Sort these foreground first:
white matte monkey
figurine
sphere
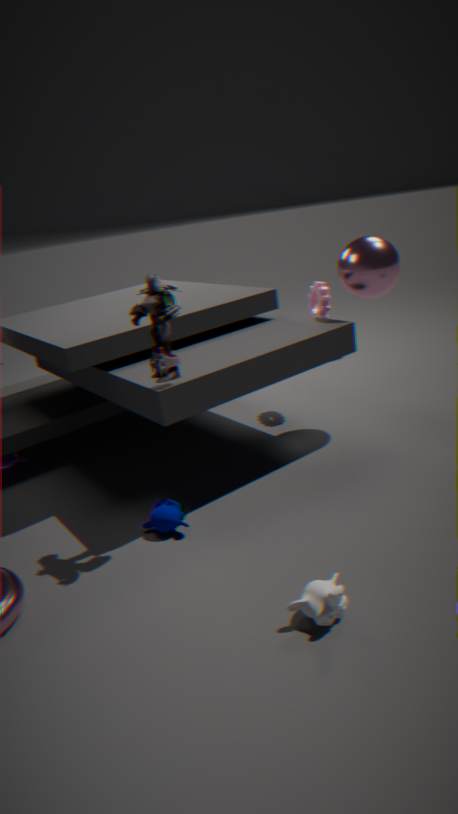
white matte monkey → figurine → sphere
